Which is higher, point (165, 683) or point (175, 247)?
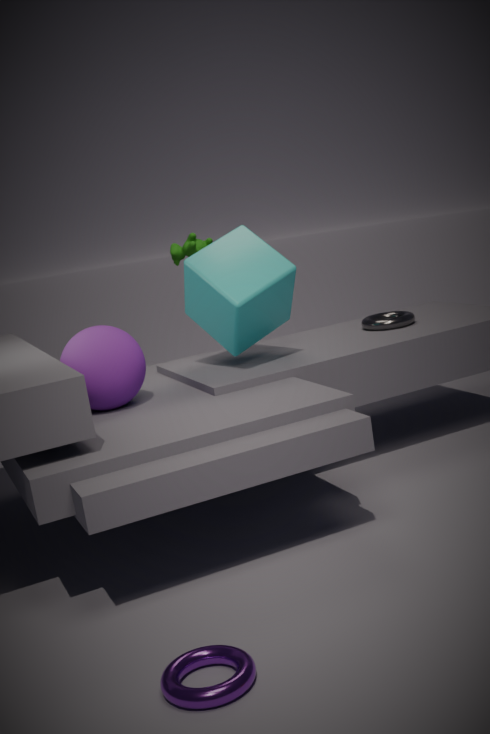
point (175, 247)
